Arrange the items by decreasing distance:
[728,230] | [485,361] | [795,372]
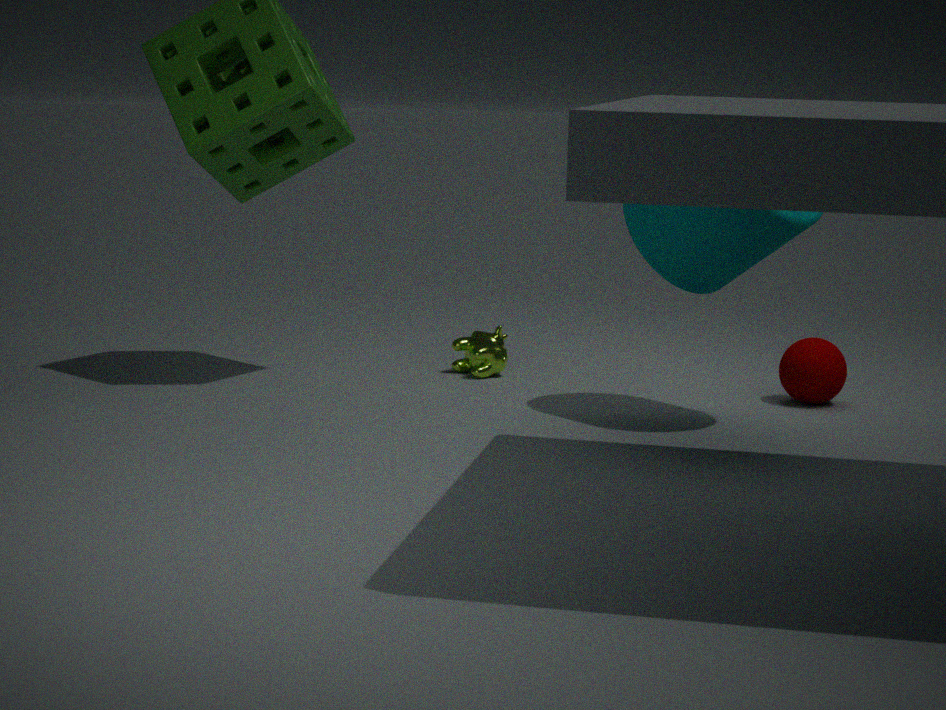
[485,361]
[795,372]
[728,230]
